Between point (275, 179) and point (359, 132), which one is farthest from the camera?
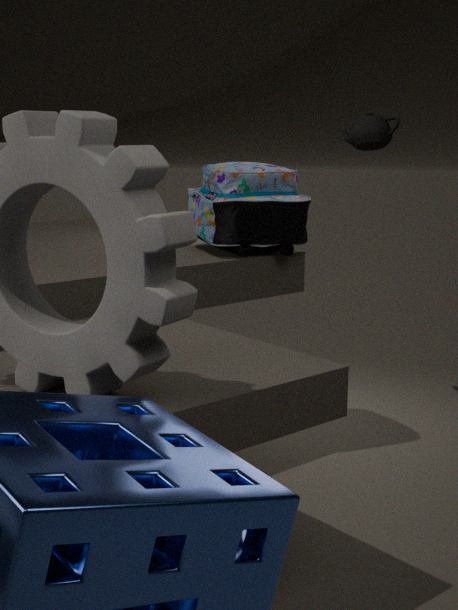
point (359, 132)
